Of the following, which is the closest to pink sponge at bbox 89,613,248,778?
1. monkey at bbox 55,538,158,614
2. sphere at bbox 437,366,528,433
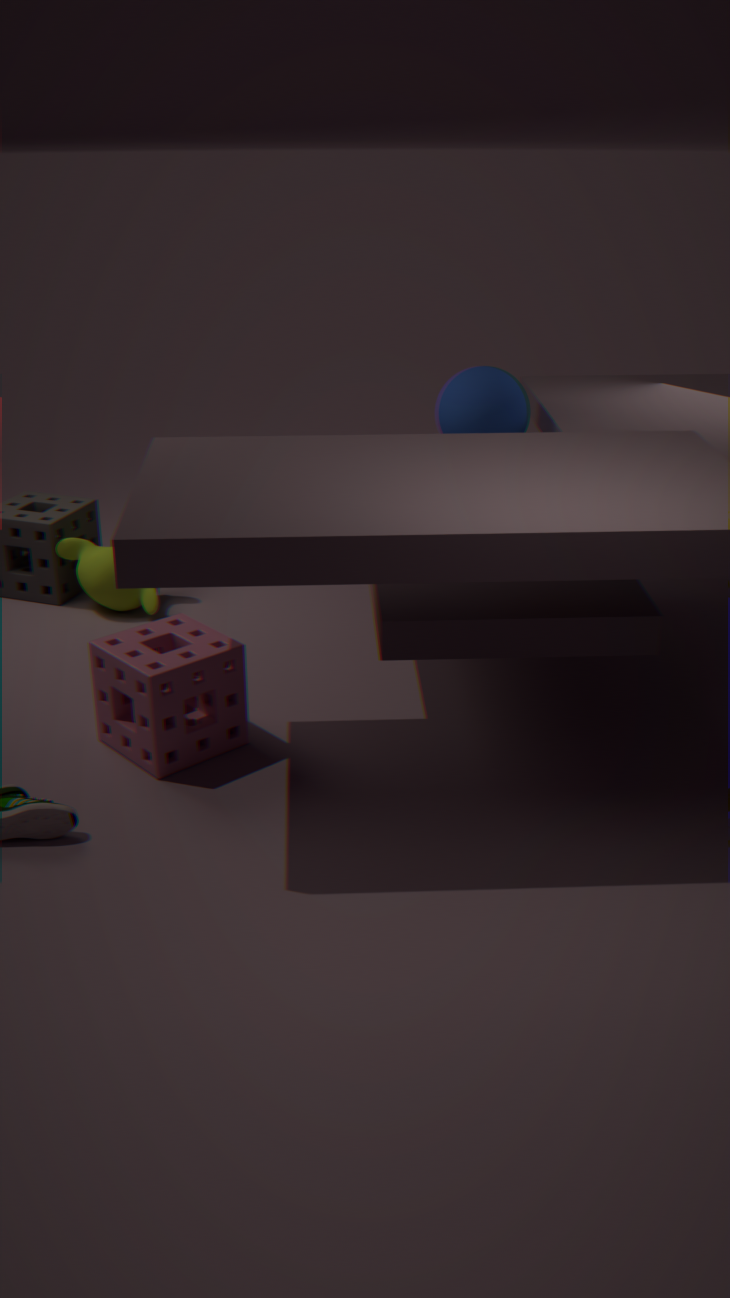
monkey at bbox 55,538,158,614
